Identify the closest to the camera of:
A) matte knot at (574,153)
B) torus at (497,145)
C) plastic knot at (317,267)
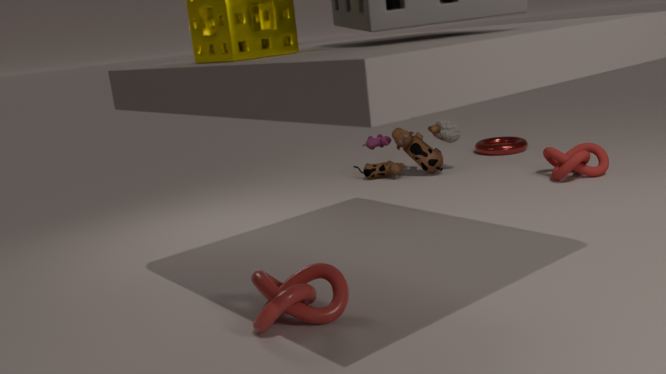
plastic knot at (317,267)
